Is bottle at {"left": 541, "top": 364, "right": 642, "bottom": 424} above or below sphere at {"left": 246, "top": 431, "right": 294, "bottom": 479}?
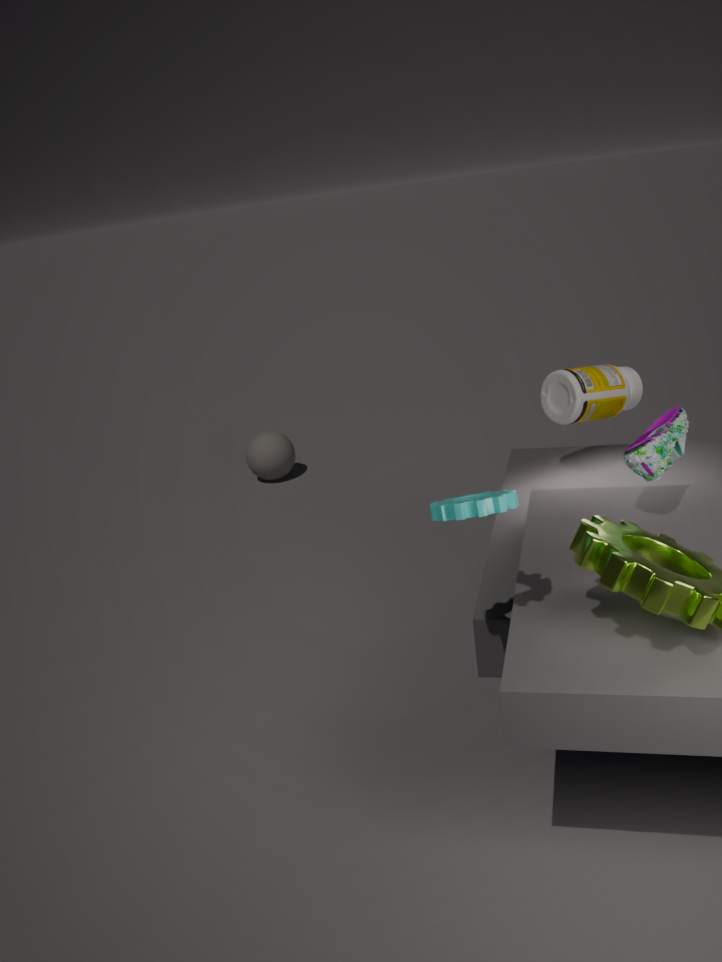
above
